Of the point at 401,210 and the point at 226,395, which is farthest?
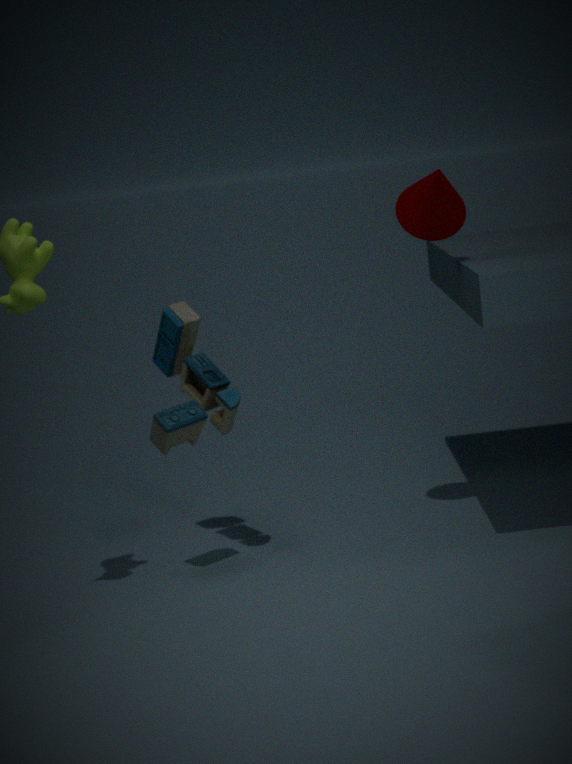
the point at 226,395
